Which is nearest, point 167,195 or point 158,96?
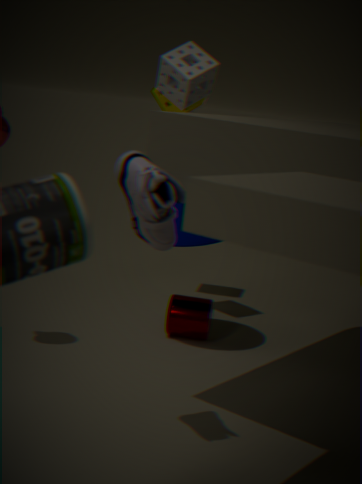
point 167,195
